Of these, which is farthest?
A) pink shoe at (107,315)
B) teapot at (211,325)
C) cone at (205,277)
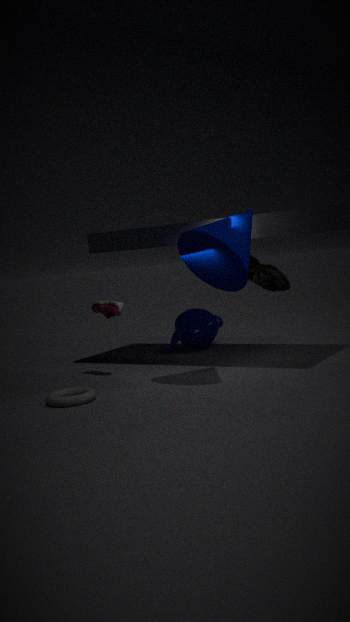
teapot at (211,325)
